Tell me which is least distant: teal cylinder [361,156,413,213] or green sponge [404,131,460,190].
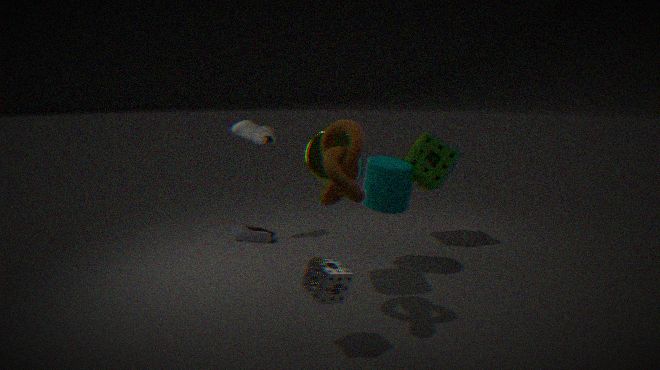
teal cylinder [361,156,413,213]
